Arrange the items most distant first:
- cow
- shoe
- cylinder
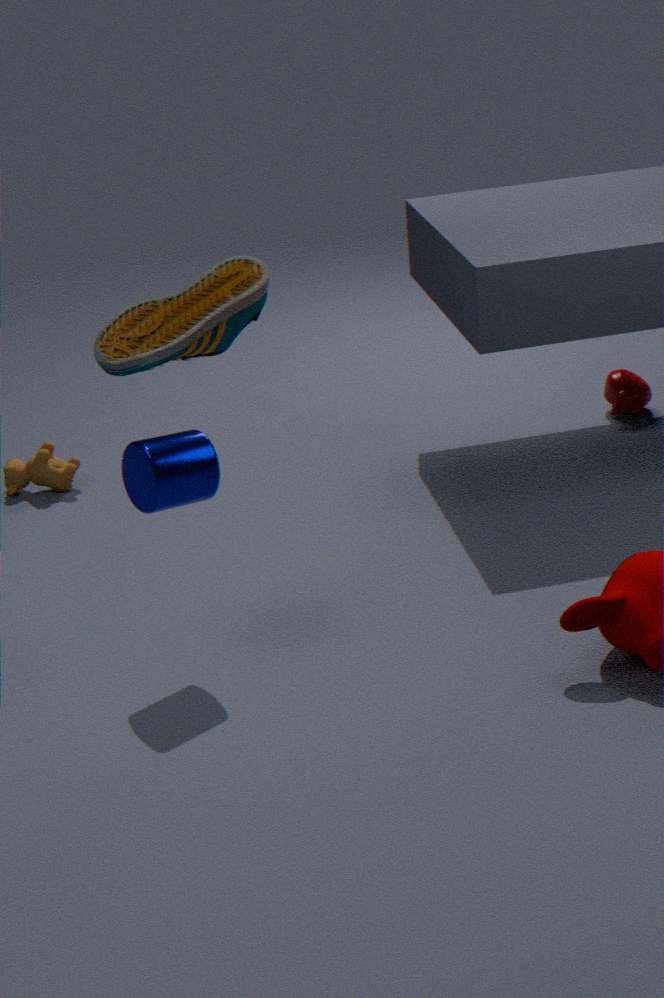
cow → cylinder → shoe
